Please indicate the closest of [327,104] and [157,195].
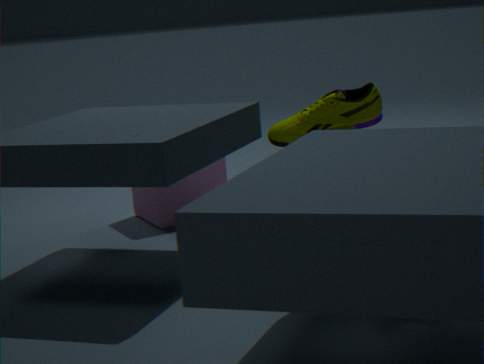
[327,104]
